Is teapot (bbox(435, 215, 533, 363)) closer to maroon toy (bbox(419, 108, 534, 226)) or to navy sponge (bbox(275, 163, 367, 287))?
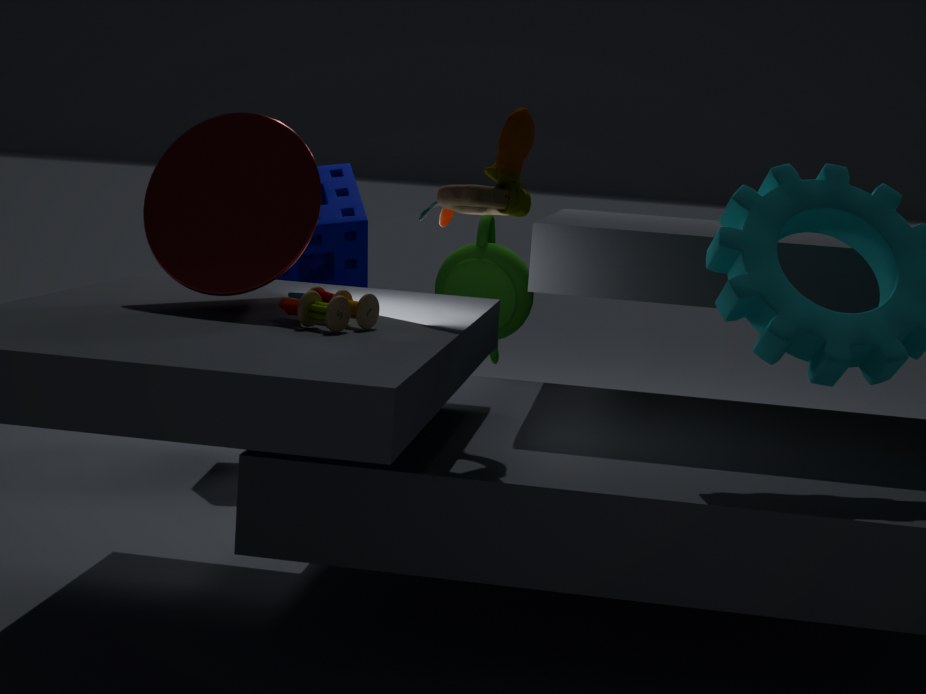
navy sponge (bbox(275, 163, 367, 287))
